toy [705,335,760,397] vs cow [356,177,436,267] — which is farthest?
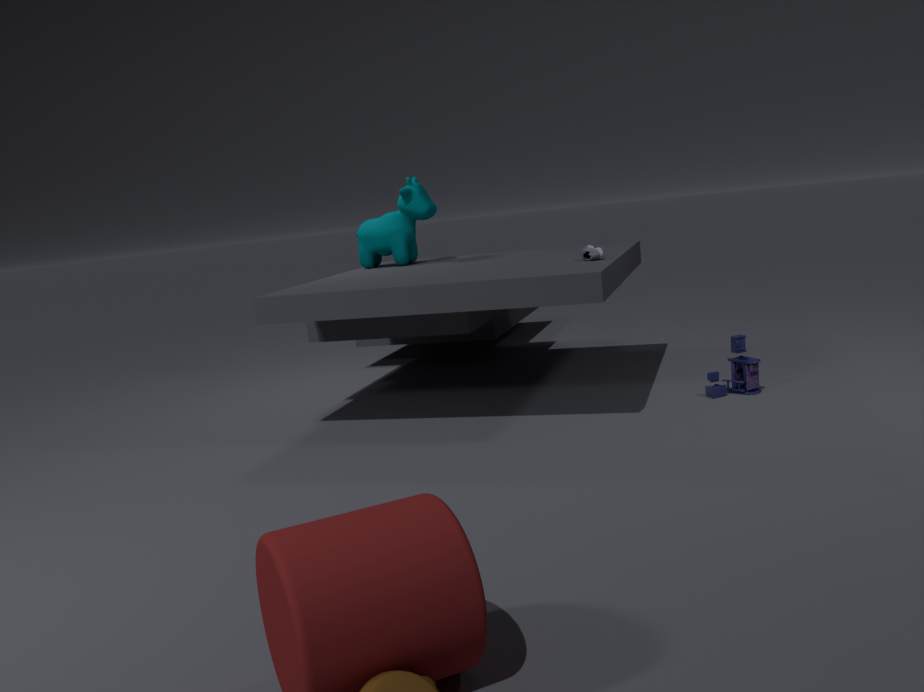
cow [356,177,436,267]
